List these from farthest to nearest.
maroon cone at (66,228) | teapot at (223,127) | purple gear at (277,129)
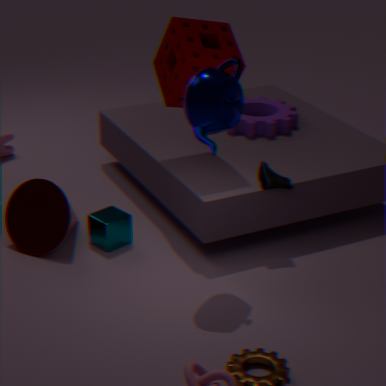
purple gear at (277,129), maroon cone at (66,228), teapot at (223,127)
